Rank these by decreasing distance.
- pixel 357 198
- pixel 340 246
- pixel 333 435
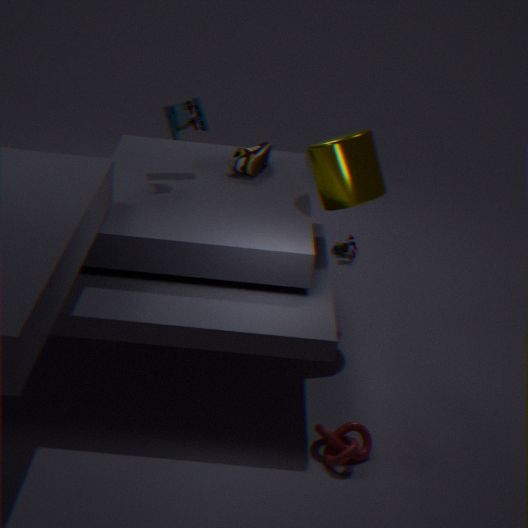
1. pixel 340 246
2. pixel 357 198
3. pixel 333 435
